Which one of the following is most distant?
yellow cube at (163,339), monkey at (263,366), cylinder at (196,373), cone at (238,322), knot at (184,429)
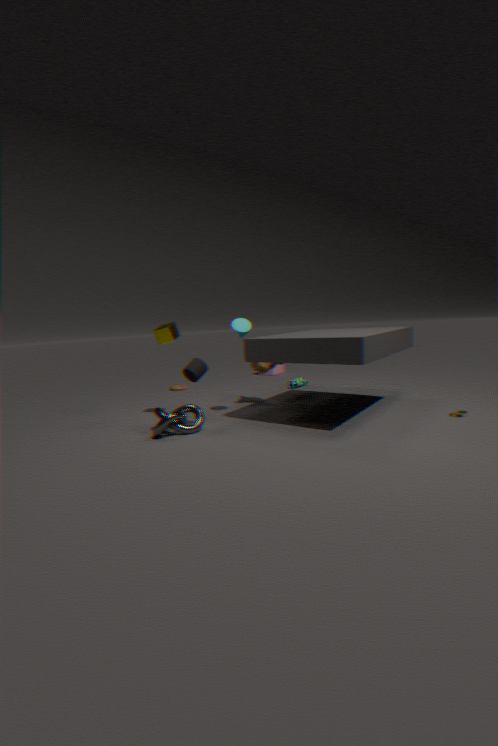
monkey at (263,366)
